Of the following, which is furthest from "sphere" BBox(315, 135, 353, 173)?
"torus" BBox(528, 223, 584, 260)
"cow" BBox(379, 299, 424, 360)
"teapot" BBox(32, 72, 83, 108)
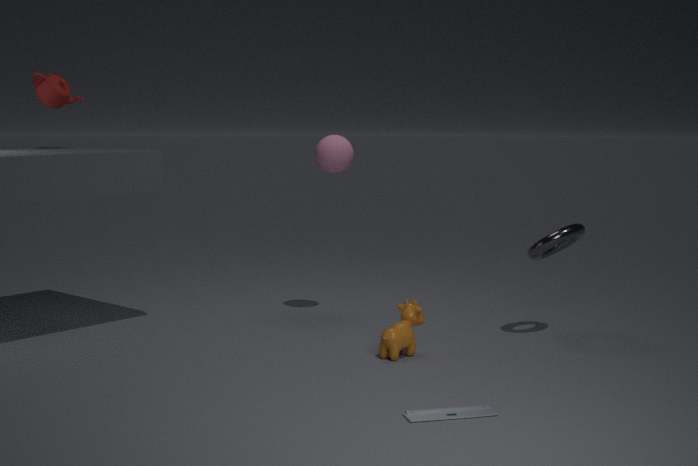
"teapot" BBox(32, 72, 83, 108)
